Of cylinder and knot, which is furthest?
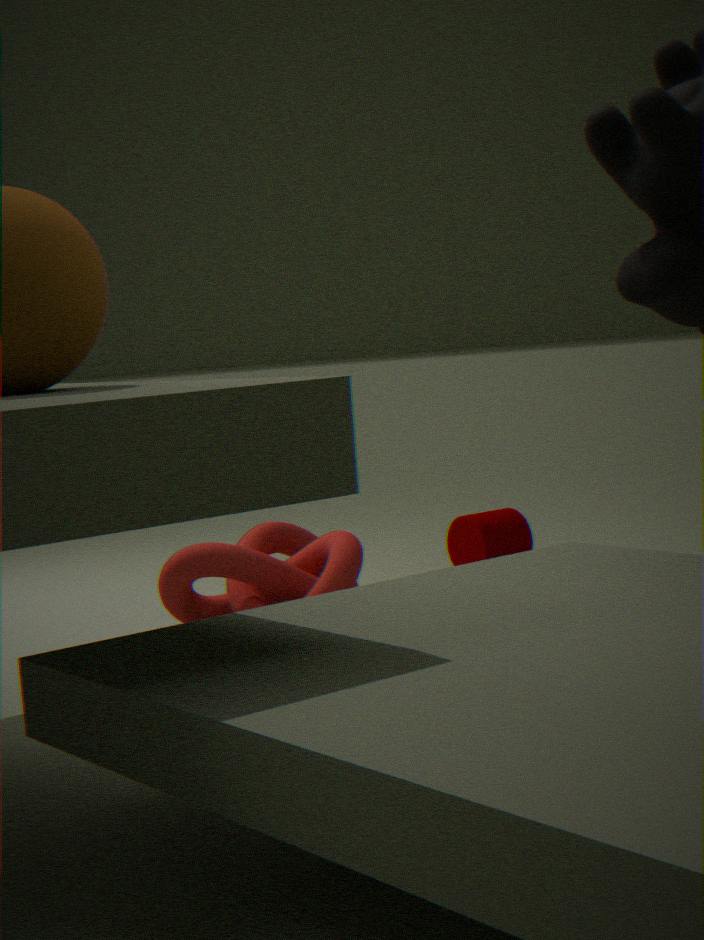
cylinder
